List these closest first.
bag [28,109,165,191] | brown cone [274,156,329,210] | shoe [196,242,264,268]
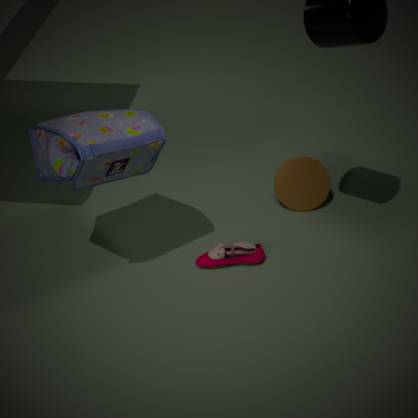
bag [28,109,165,191] < shoe [196,242,264,268] < brown cone [274,156,329,210]
